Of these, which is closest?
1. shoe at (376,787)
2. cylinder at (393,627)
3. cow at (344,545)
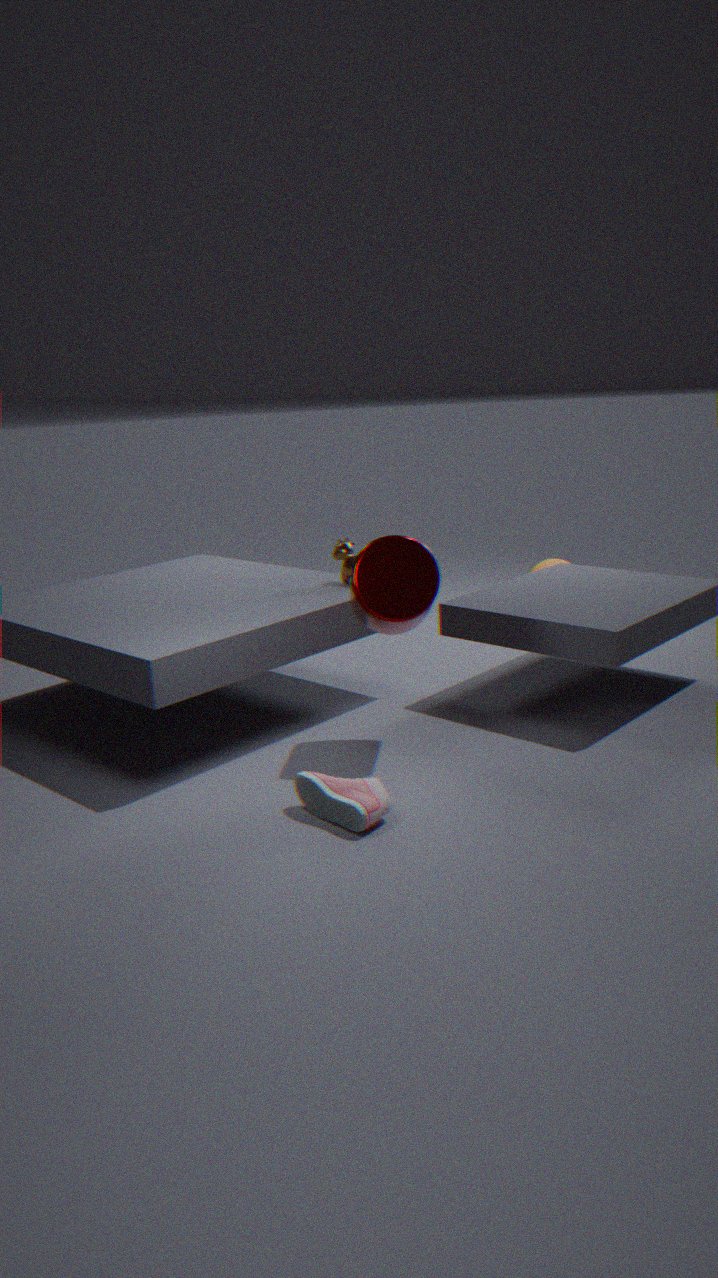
shoe at (376,787)
